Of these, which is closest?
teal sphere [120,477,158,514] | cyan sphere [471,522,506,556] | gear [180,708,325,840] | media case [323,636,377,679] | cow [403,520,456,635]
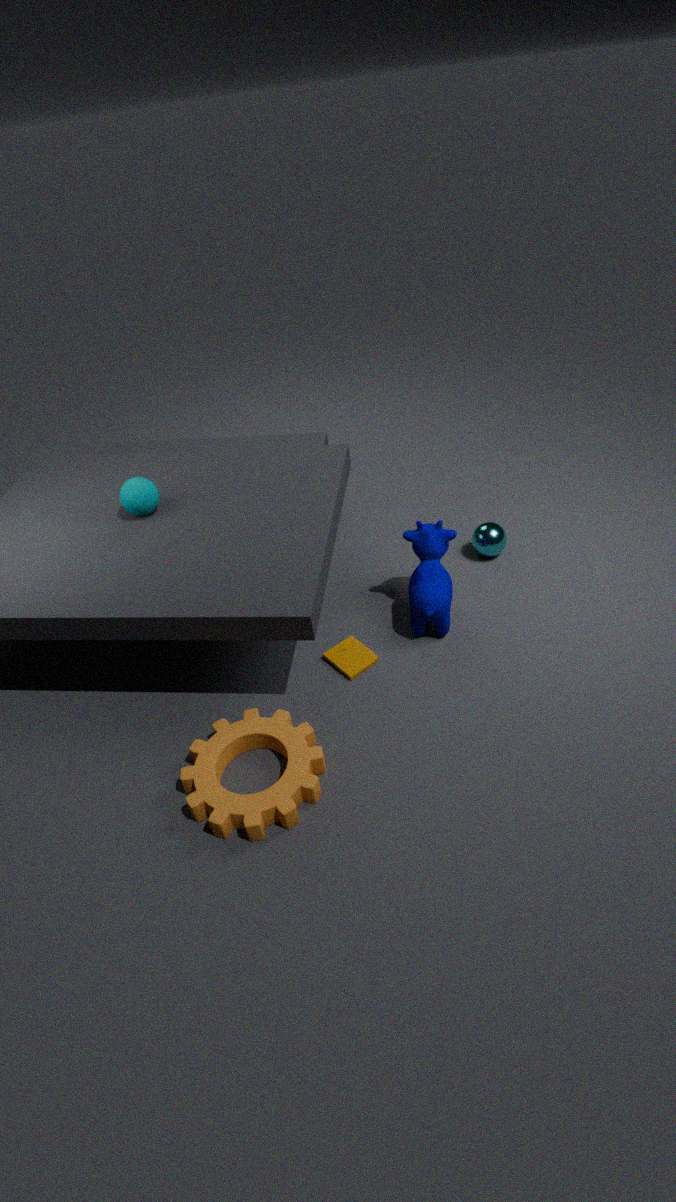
gear [180,708,325,840]
